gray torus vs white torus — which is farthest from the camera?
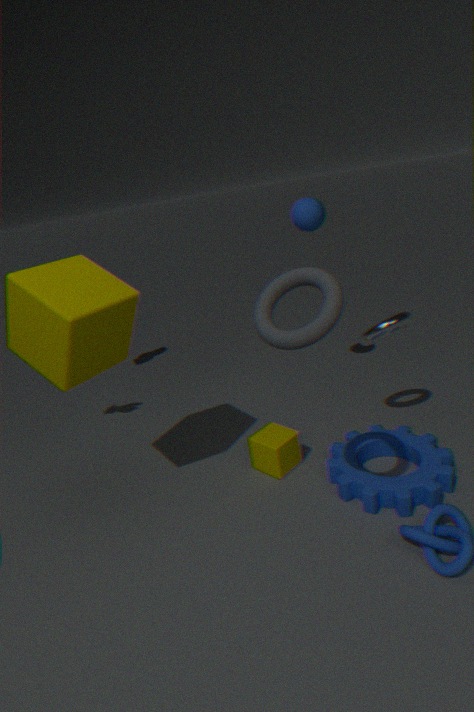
white torus
